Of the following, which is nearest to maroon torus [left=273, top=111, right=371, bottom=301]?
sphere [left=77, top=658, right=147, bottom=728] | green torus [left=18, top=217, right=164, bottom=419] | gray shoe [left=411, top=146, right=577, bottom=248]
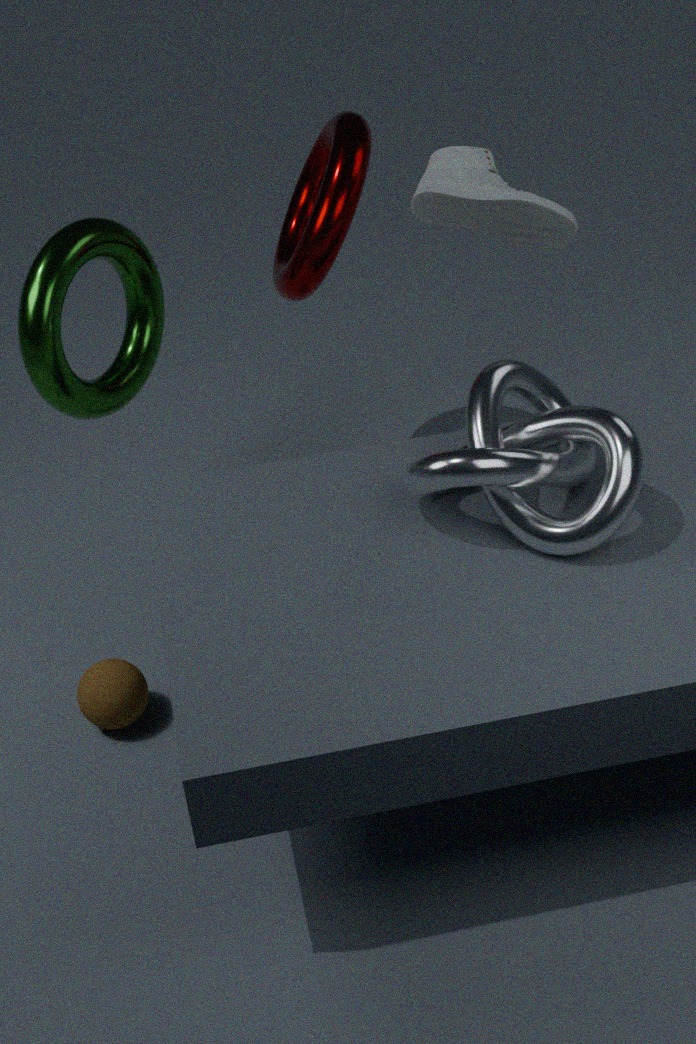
gray shoe [left=411, top=146, right=577, bottom=248]
